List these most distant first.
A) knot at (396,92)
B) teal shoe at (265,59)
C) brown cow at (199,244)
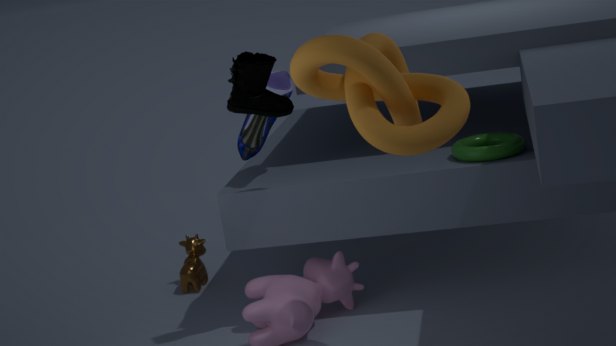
1. brown cow at (199,244)
2. teal shoe at (265,59)
3. knot at (396,92)
